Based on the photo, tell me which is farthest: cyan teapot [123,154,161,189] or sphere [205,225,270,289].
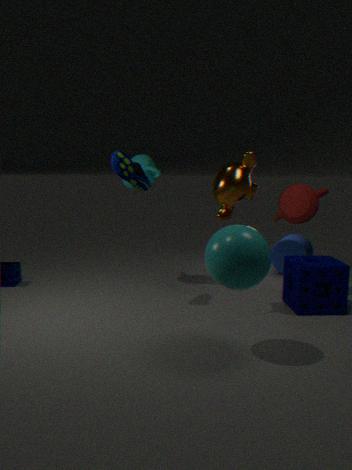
cyan teapot [123,154,161,189]
